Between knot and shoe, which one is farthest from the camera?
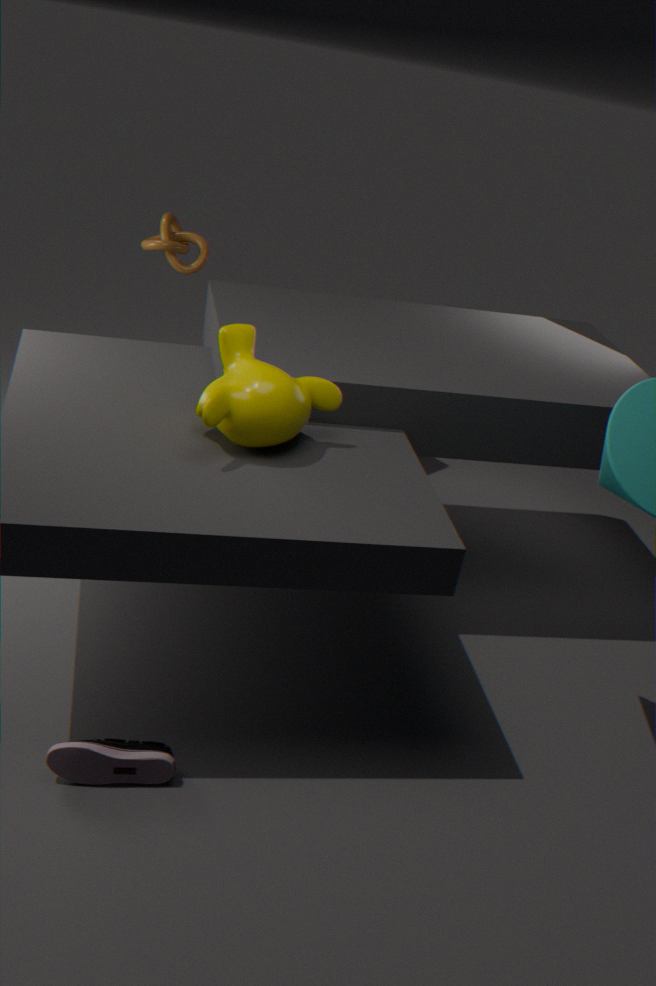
knot
